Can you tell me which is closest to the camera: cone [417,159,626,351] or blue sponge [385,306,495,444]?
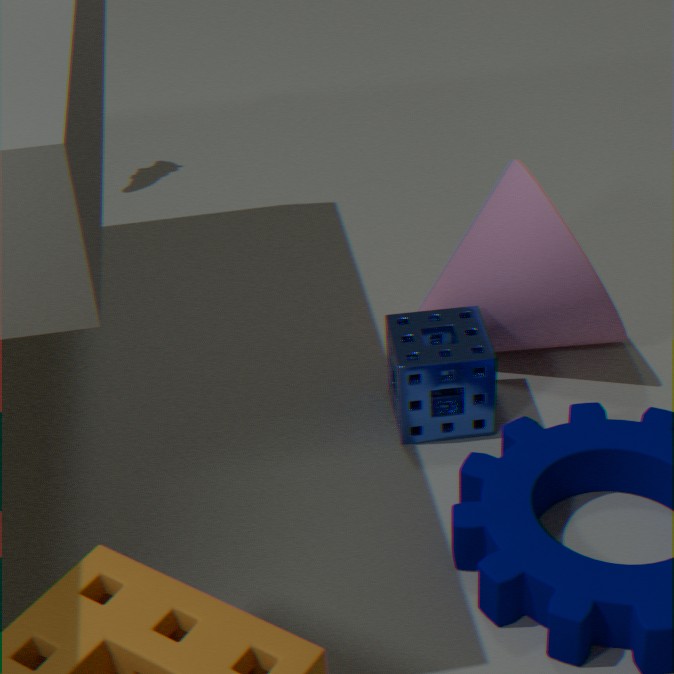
blue sponge [385,306,495,444]
